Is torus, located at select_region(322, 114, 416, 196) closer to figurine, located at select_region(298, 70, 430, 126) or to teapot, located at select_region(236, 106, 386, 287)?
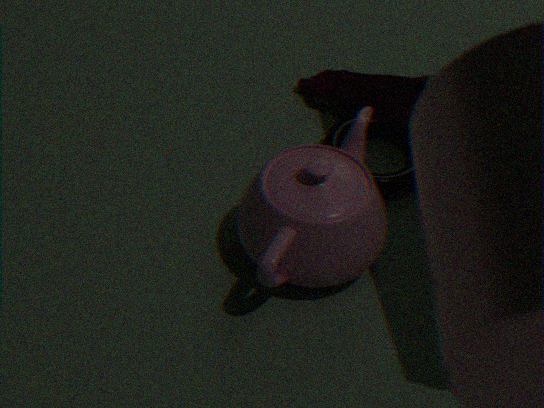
figurine, located at select_region(298, 70, 430, 126)
